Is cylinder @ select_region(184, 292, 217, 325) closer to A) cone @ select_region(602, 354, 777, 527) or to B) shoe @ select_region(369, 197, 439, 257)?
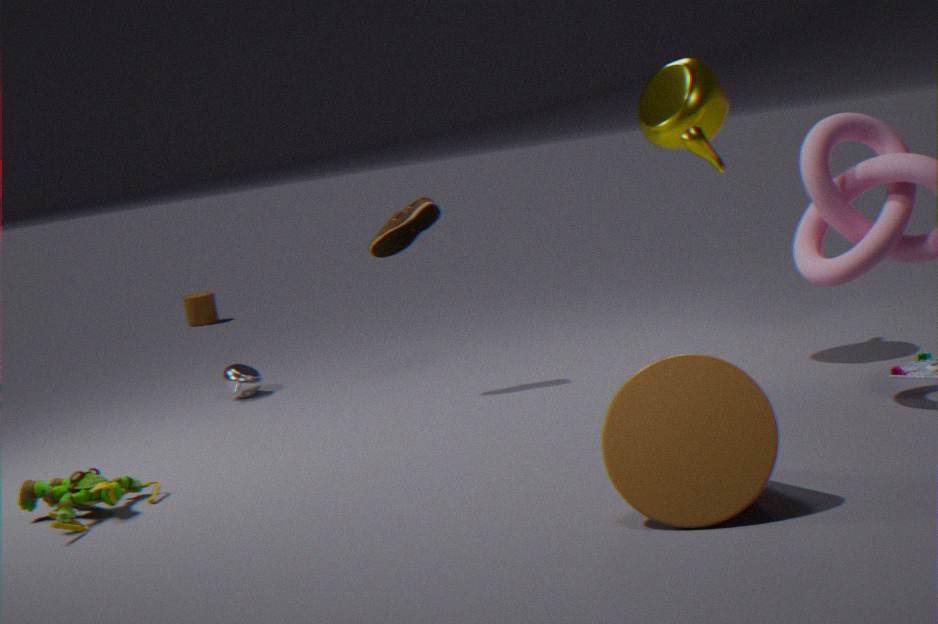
B) shoe @ select_region(369, 197, 439, 257)
